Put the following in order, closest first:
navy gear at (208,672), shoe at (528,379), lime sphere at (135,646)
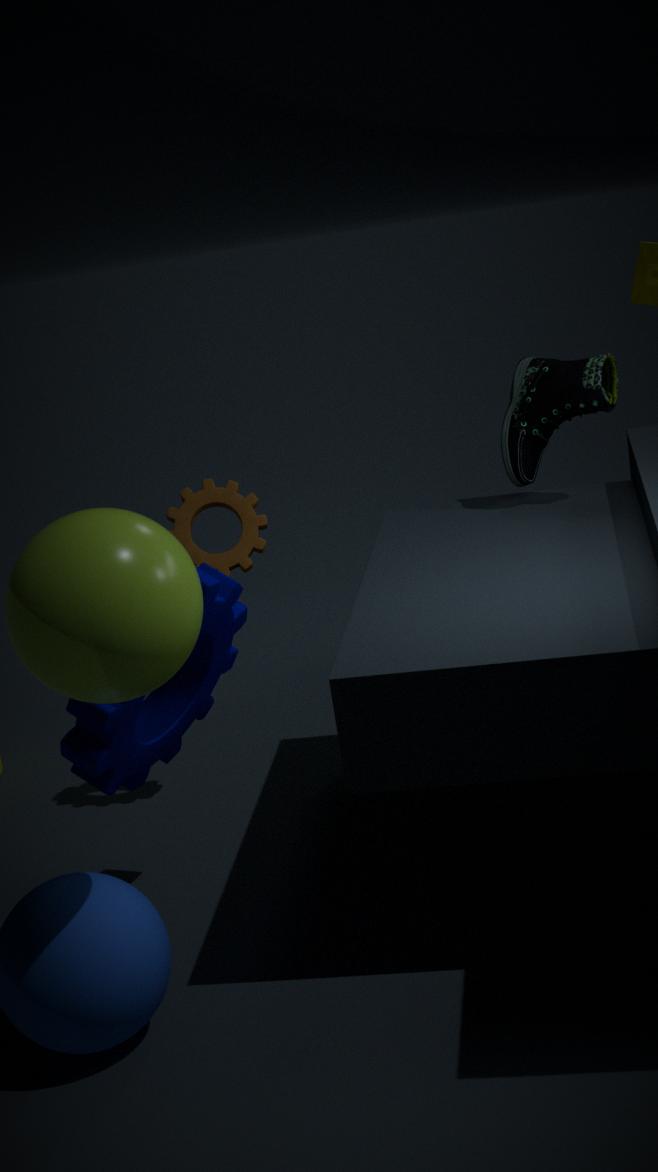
lime sphere at (135,646)
navy gear at (208,672)
shoe at (528,379)
